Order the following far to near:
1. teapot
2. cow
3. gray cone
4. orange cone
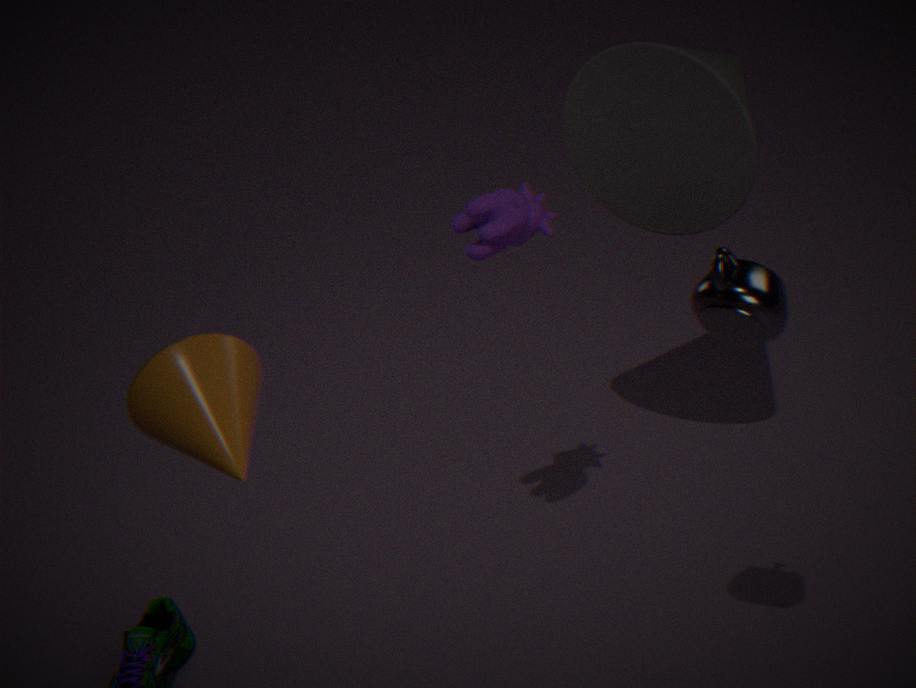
gray cone
cow
teapot
orange cone
